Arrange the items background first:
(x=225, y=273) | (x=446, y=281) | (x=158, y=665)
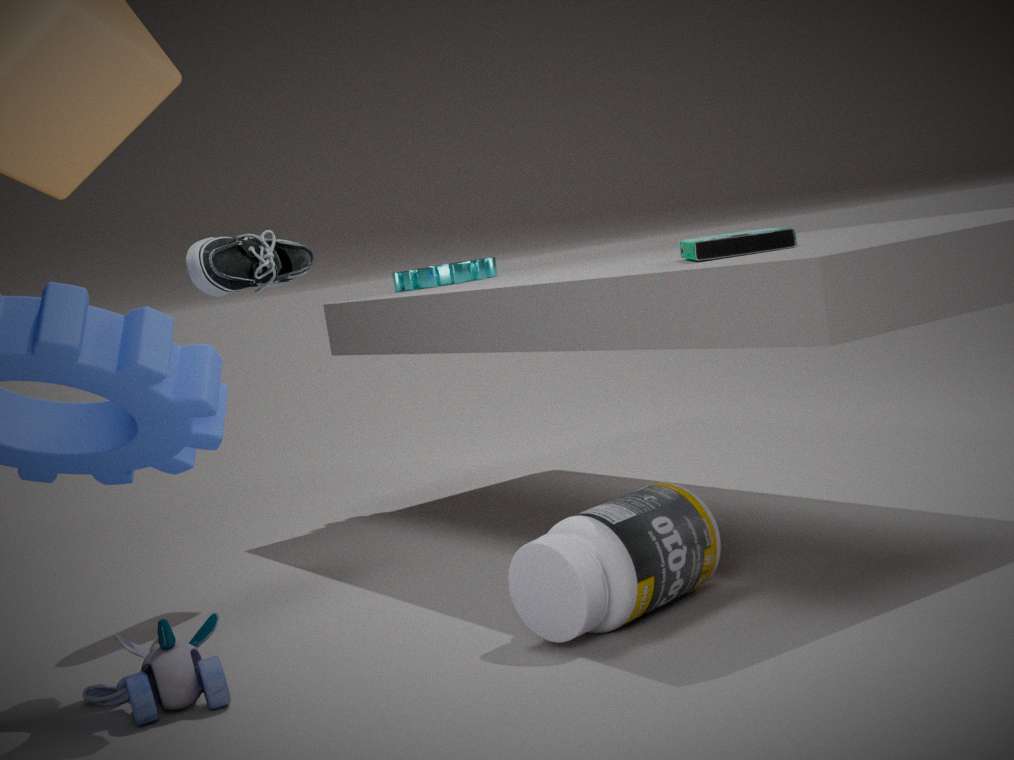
(x=446, y=281)
(x=225, y=273)
(x=158, y=665)
